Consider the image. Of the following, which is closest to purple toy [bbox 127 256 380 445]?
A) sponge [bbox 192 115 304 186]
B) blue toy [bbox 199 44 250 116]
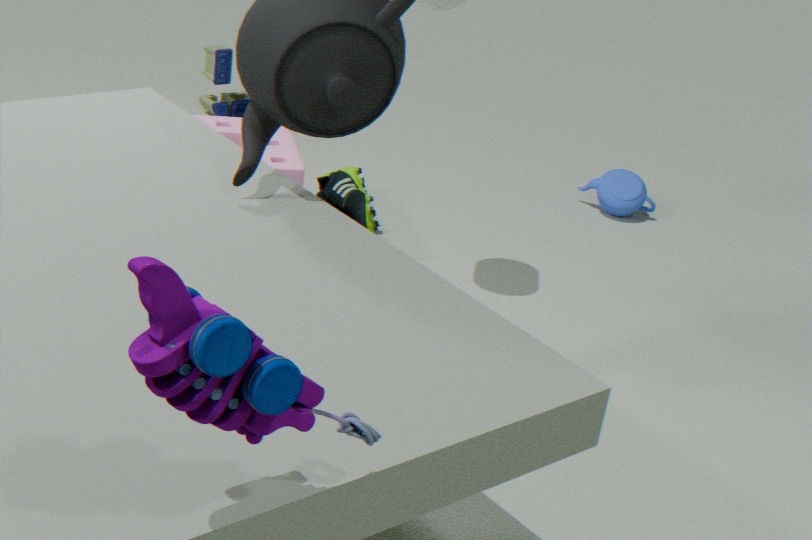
sponge [bbox 192 115 304 186]
